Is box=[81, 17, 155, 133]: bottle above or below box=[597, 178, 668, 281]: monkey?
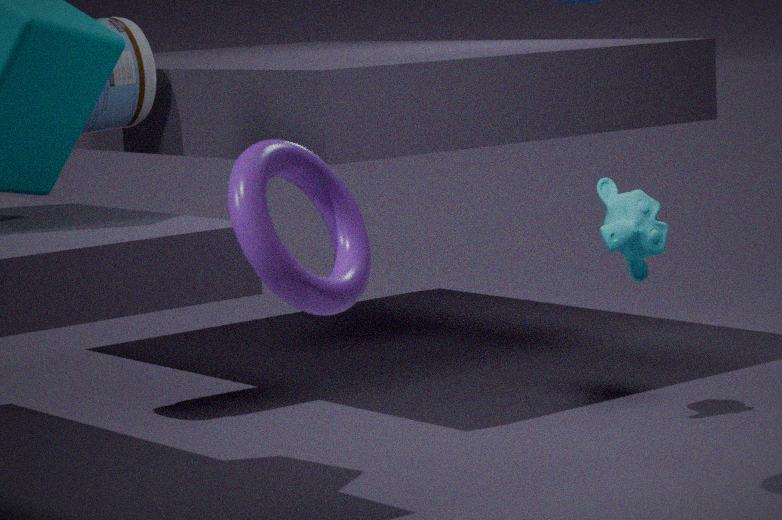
above
